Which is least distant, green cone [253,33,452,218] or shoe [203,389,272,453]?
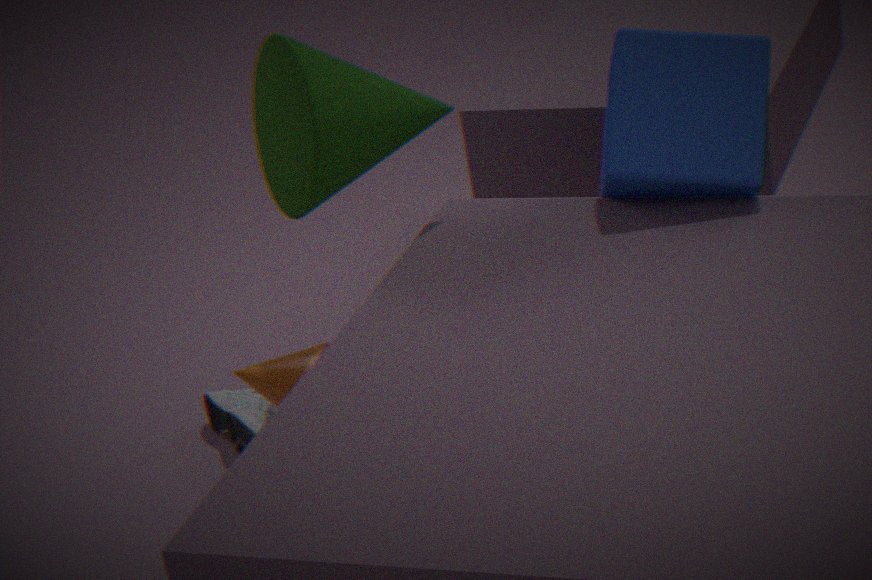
green cone [253,33,452,218]
